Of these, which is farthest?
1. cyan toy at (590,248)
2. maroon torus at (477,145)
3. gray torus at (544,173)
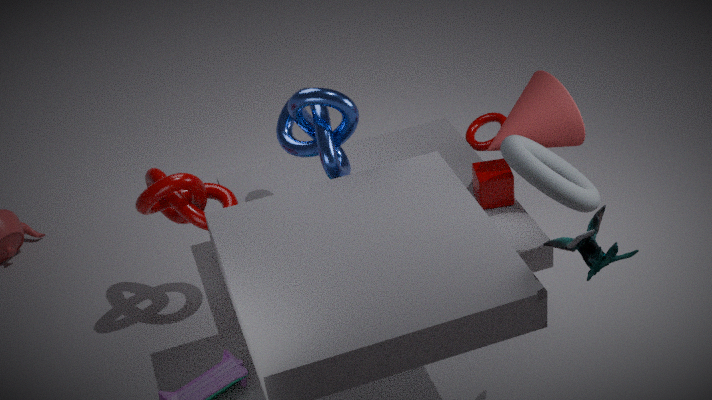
maroon torus at (477,145)
